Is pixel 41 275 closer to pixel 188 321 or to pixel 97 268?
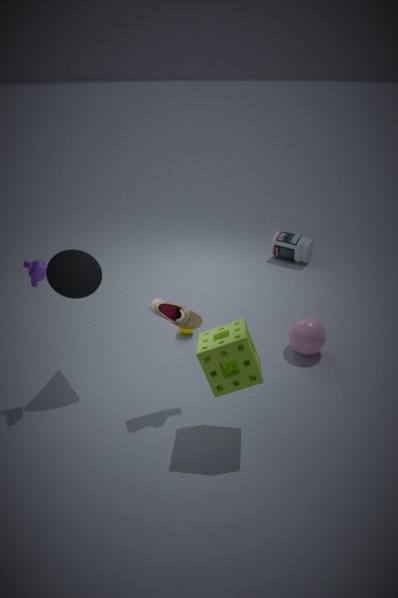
pixel 97 268
